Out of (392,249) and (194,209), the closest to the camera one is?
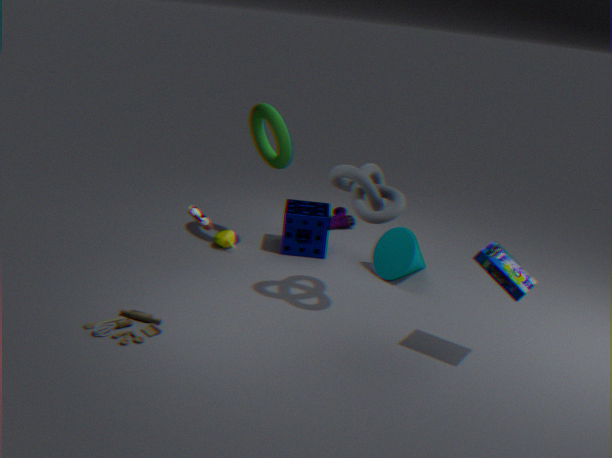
(194,209)
